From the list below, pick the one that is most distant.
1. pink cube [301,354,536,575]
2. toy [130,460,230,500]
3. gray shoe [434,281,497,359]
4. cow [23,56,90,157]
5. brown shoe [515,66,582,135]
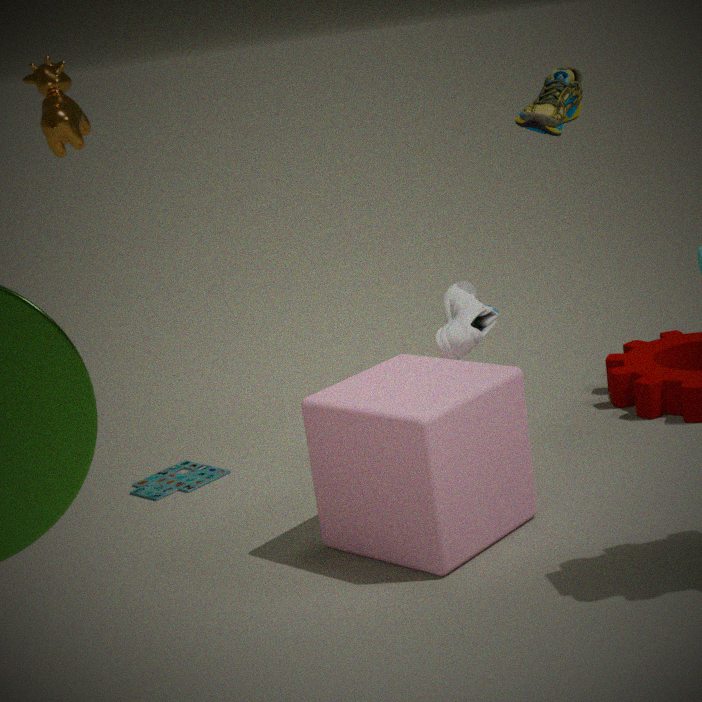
toy [130,460,230,500]
